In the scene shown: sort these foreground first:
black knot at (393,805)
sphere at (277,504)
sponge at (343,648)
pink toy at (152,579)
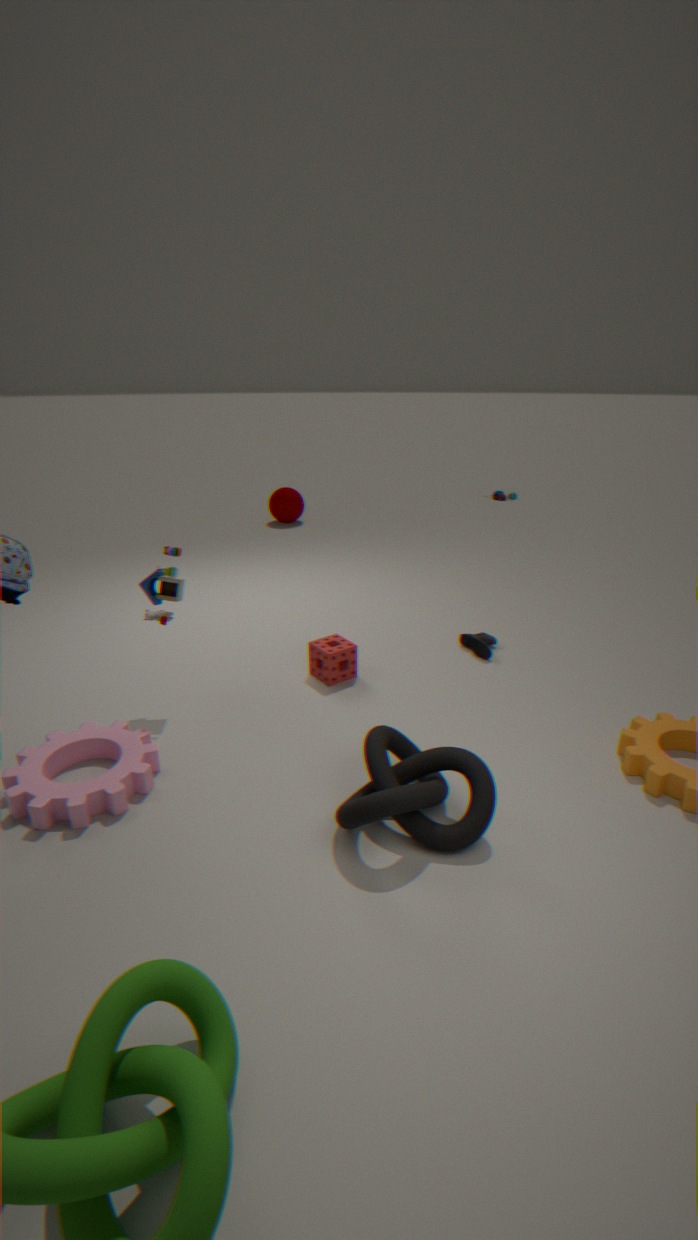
black knot at (393,805), pink toy at (152,579), sponge at (343,648), sphere at (277,504)
